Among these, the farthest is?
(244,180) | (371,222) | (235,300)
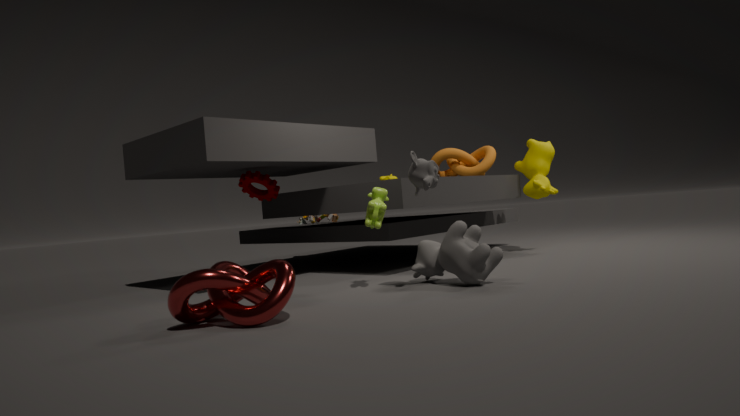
(244,180)
